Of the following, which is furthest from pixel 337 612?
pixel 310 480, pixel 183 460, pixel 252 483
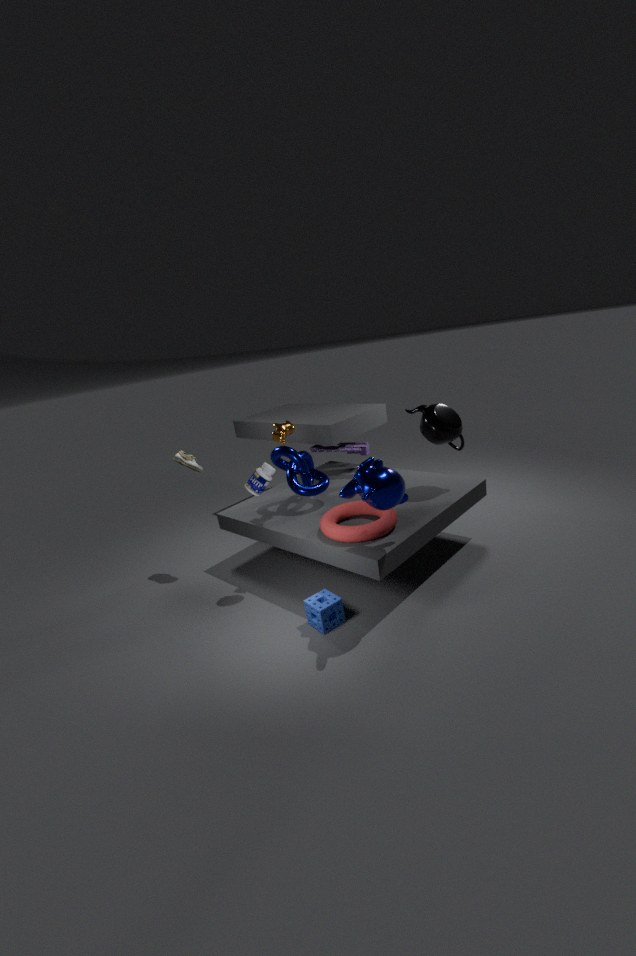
pixel 183 460
